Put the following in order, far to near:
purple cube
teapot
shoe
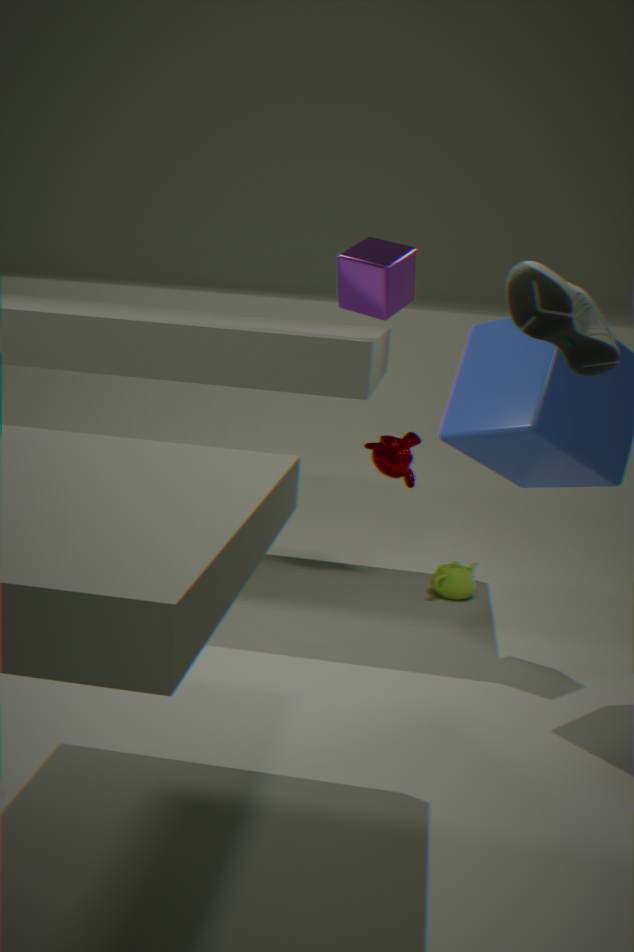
teapot, purple cube, shoe
